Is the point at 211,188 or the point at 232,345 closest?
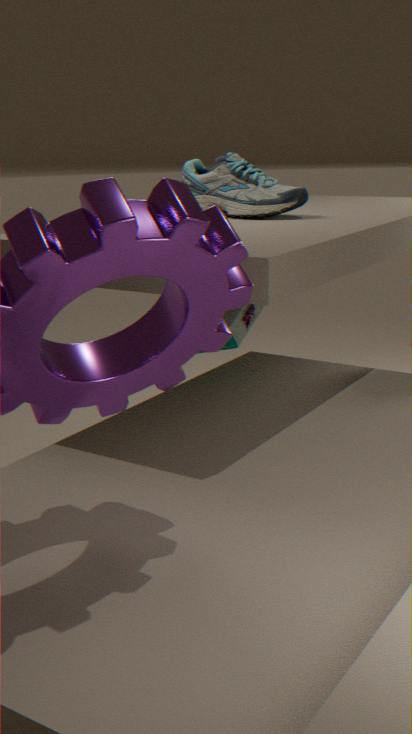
the point at 232,345
